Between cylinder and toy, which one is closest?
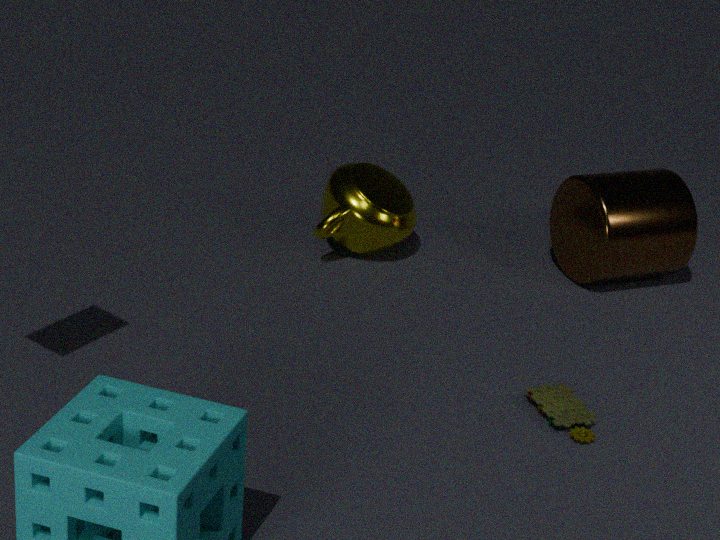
toy
